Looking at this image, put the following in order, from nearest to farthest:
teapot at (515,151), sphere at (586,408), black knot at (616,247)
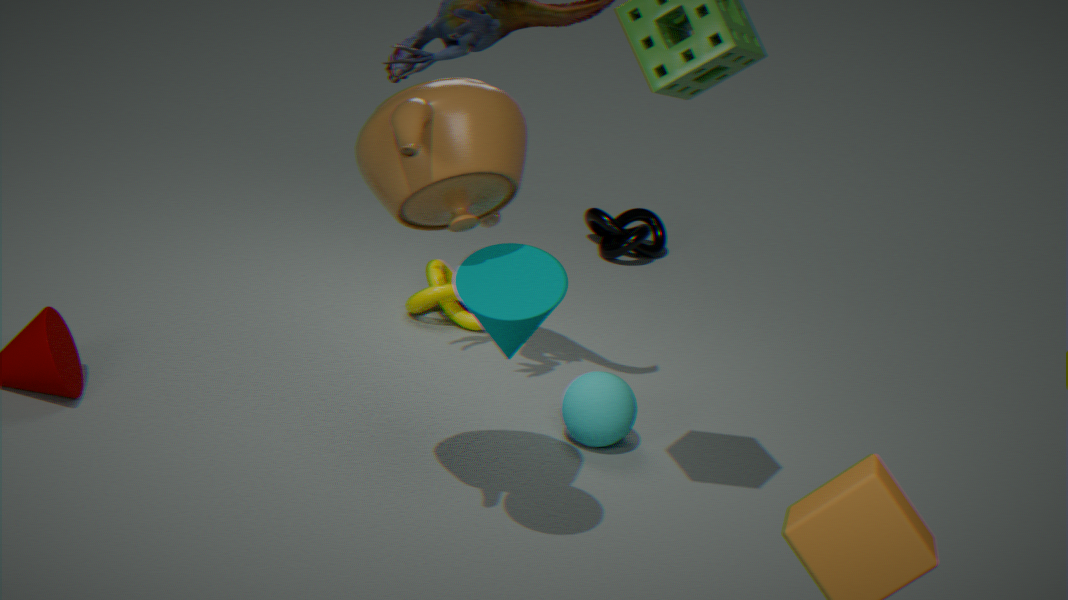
teapot at (515,151), sphere at (586,408), black knot at (616,247)
